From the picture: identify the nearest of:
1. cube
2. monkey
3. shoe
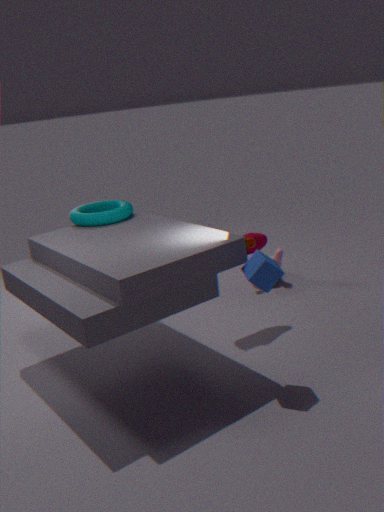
cube
